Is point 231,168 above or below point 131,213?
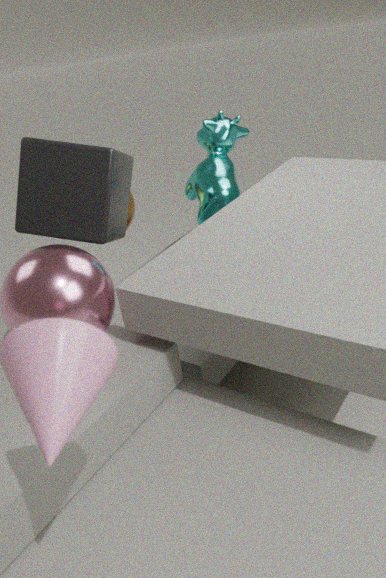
above
